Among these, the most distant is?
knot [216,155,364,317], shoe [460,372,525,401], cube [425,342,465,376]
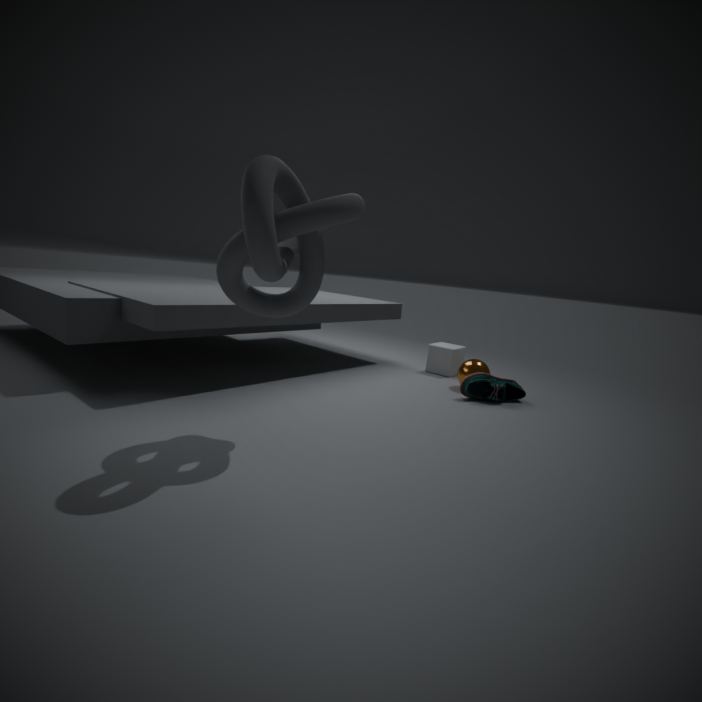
cube [425,342,465,376]
